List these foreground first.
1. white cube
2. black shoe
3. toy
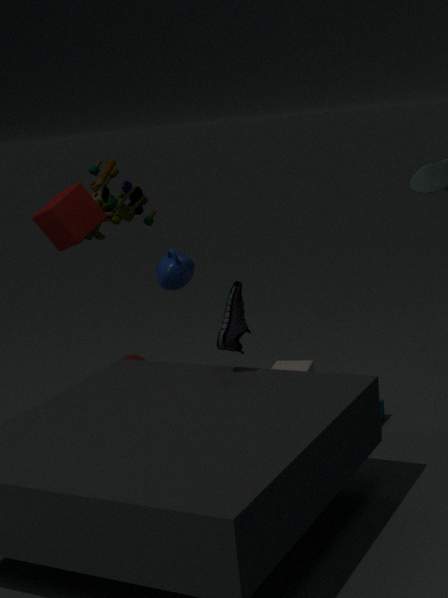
black shoe
toy
white cube
